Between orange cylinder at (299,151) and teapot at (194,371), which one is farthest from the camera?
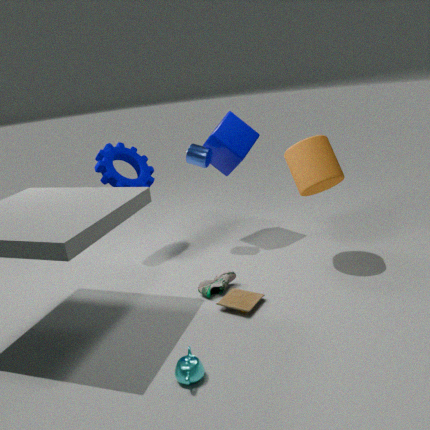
orange cylinder at (299,151)
